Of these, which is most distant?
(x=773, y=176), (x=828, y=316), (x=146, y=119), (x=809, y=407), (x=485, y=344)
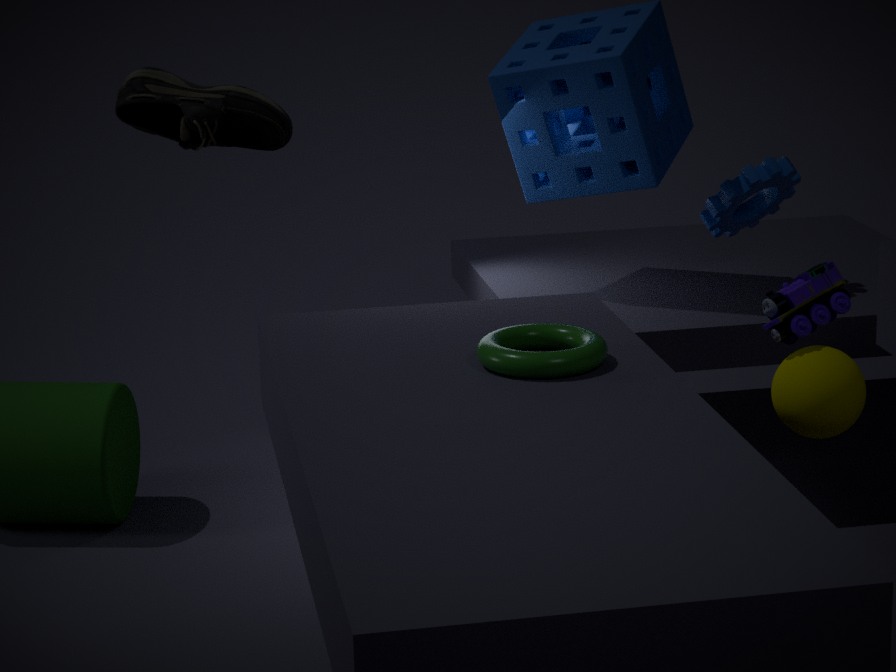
(x=146, y=119)
